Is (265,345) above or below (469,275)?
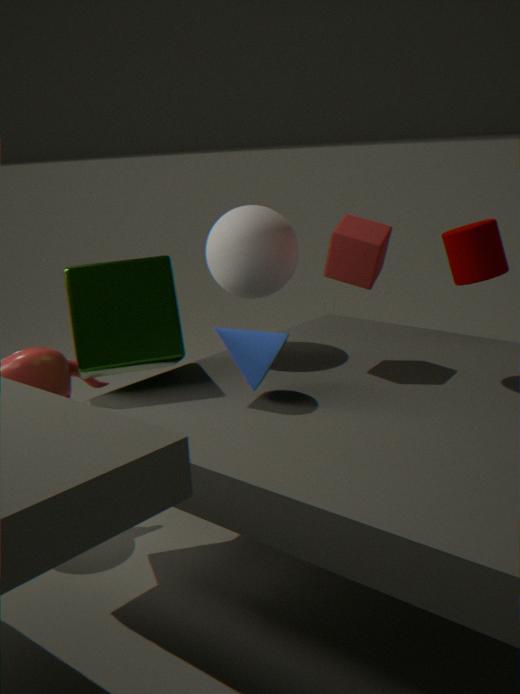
below
